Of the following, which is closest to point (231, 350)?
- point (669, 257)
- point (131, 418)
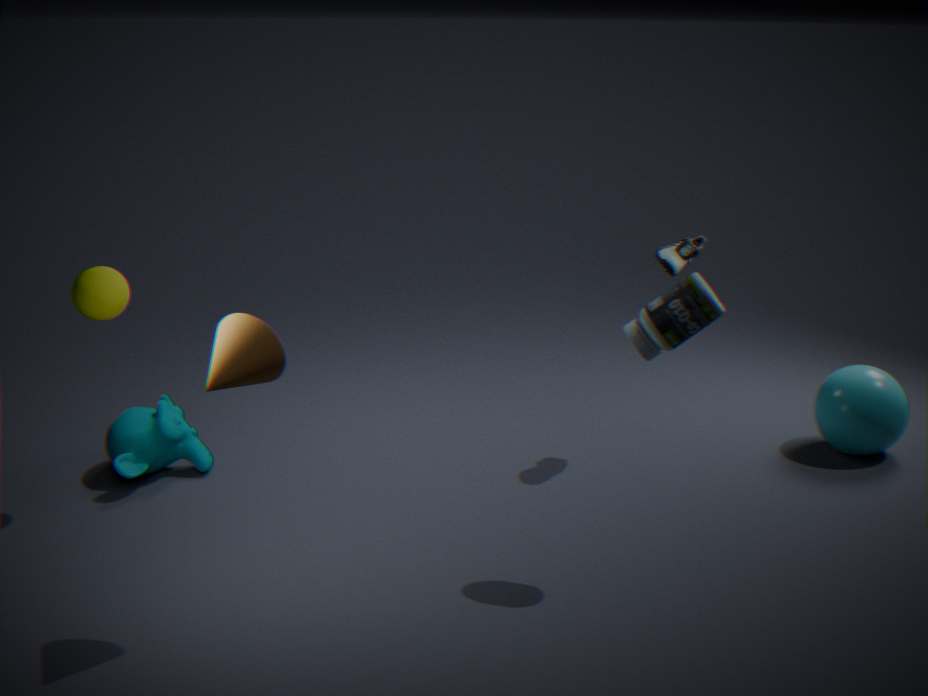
point (131, 418)
